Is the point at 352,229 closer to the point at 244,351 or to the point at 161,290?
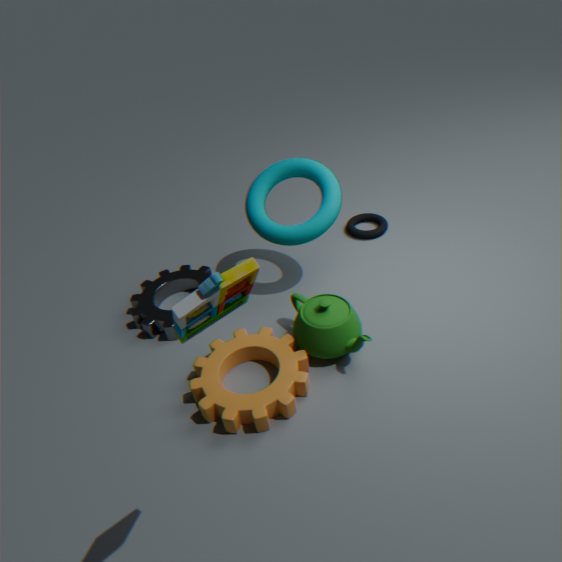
the point at 161,290
